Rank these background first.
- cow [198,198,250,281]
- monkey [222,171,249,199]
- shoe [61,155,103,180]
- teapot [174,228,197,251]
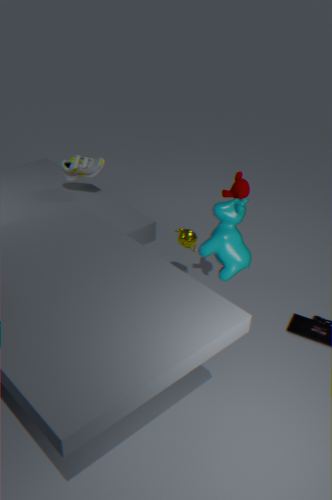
shoe [61,155,103,180] < teapot [174,228,197,251] < monkey [222,171,249,199] < cow [198,198,250,281]
